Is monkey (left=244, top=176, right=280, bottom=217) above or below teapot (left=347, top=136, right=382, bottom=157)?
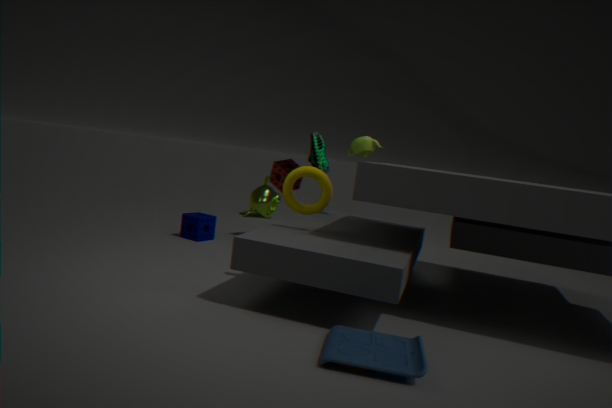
below
